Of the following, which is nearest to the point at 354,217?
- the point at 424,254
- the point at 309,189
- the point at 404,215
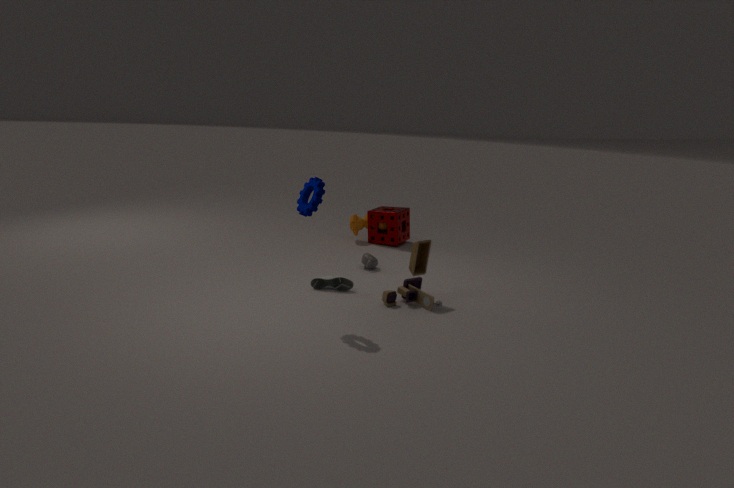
the point at 404,215
